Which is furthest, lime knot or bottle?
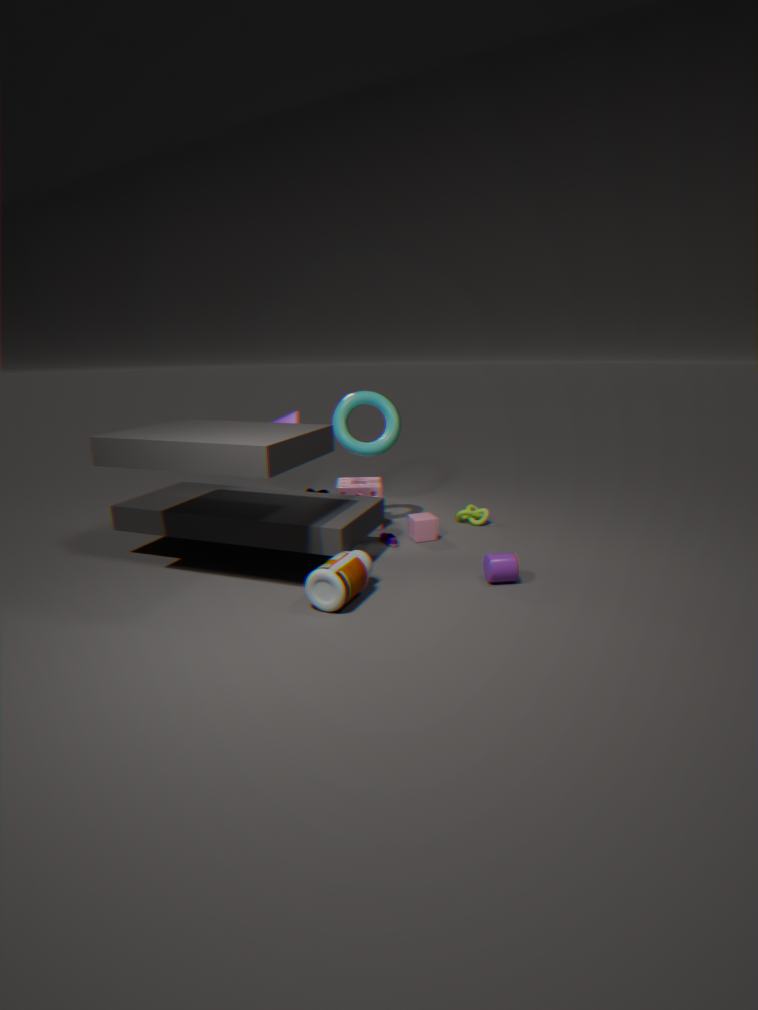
lime knot
